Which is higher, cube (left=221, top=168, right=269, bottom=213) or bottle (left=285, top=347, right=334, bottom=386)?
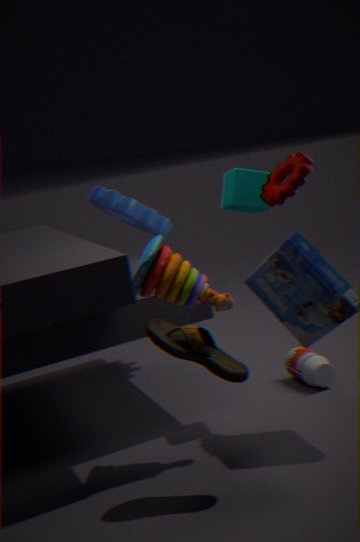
cube (left=221, top=168, right=269, bottom=213)
